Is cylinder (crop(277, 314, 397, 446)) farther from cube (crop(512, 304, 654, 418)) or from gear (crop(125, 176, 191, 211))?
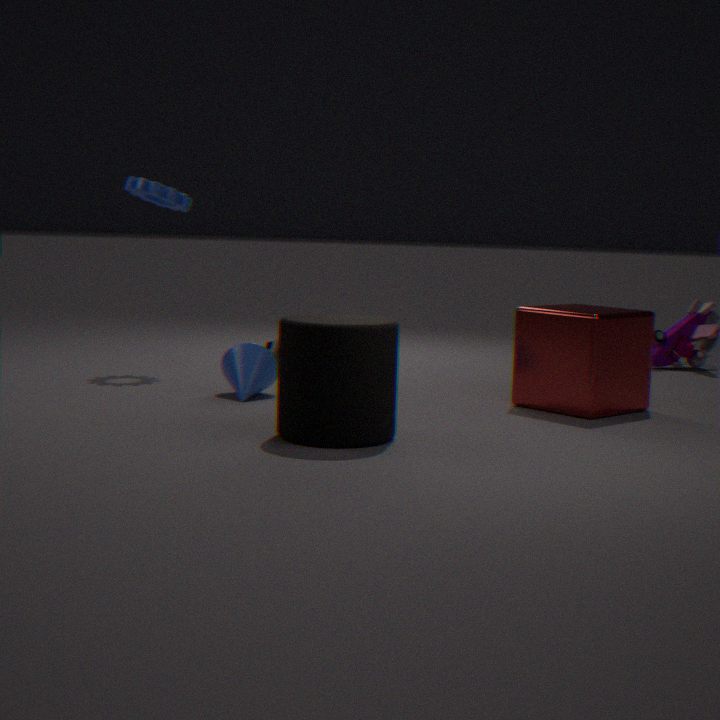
gear (crop(125, 176, 191, 211))
